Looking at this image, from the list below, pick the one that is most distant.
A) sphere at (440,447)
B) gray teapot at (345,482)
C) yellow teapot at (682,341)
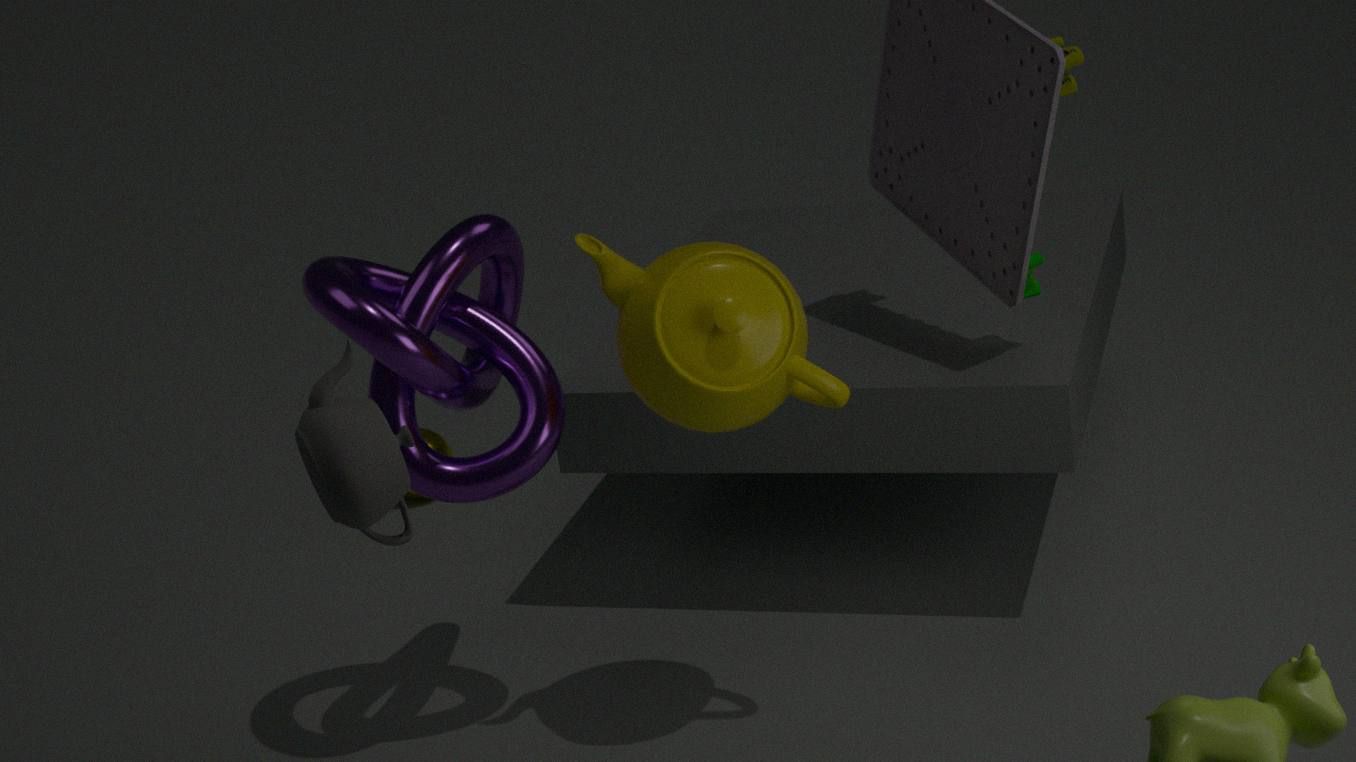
sphere at (440,447)
